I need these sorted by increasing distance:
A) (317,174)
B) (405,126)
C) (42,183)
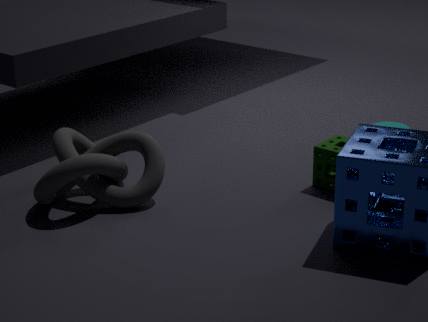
(42,183) → (317,174) → (405,126)
